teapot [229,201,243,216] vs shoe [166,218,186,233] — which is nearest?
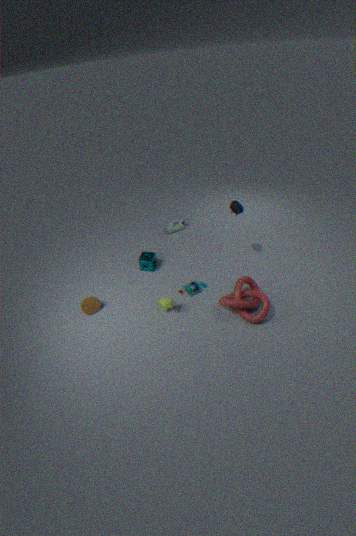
teapot [229,201,243,216]
